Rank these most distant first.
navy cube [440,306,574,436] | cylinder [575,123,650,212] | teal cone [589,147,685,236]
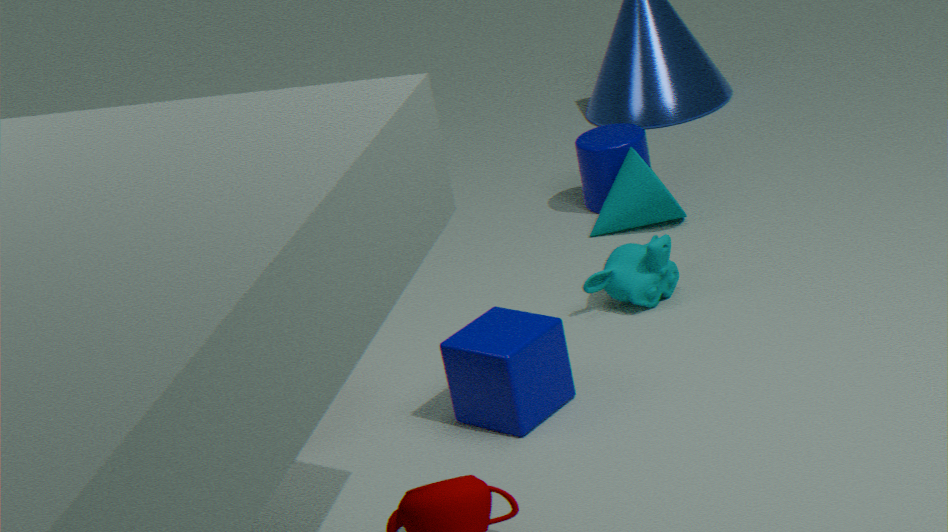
cylinder [575,123,650,212] < teal cone [589,147,685,236] < navy cube [440,306,574,436]
